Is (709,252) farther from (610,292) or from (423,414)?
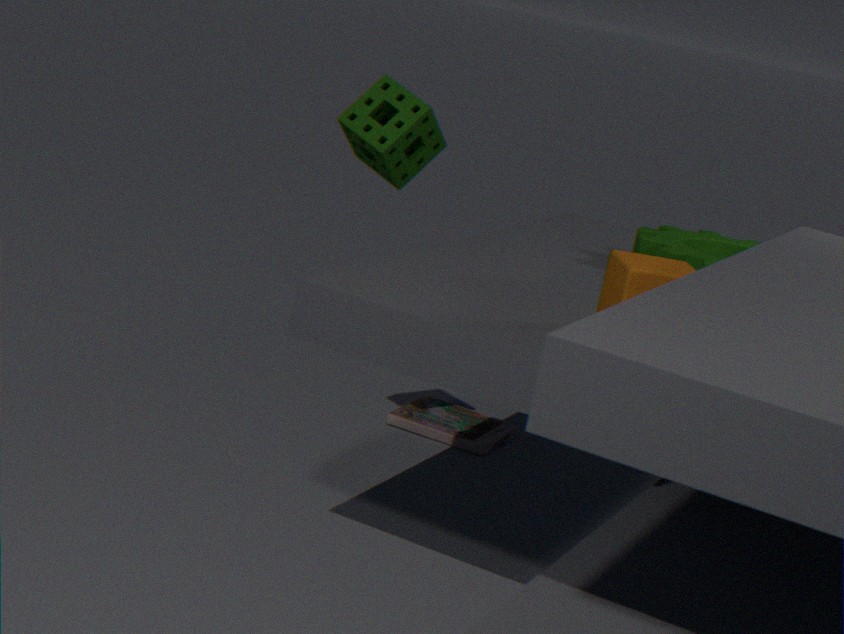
(423,414)
